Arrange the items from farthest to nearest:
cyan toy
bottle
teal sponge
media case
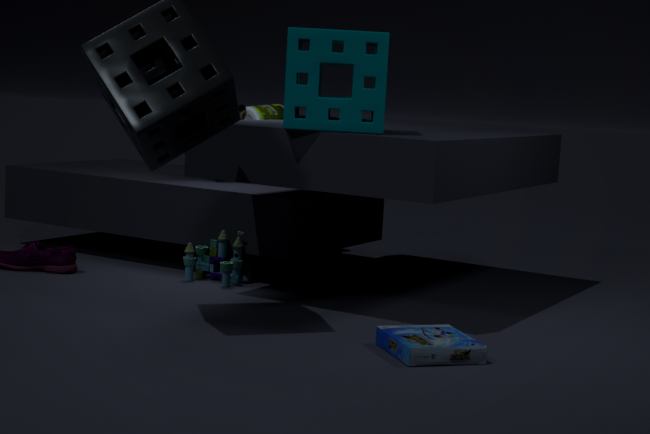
bottle < cyan toy < teal sponge < media case
